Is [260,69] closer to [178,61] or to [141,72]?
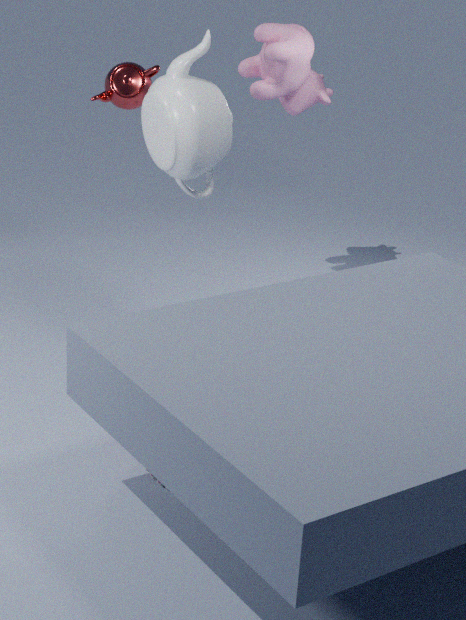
[141,72]
